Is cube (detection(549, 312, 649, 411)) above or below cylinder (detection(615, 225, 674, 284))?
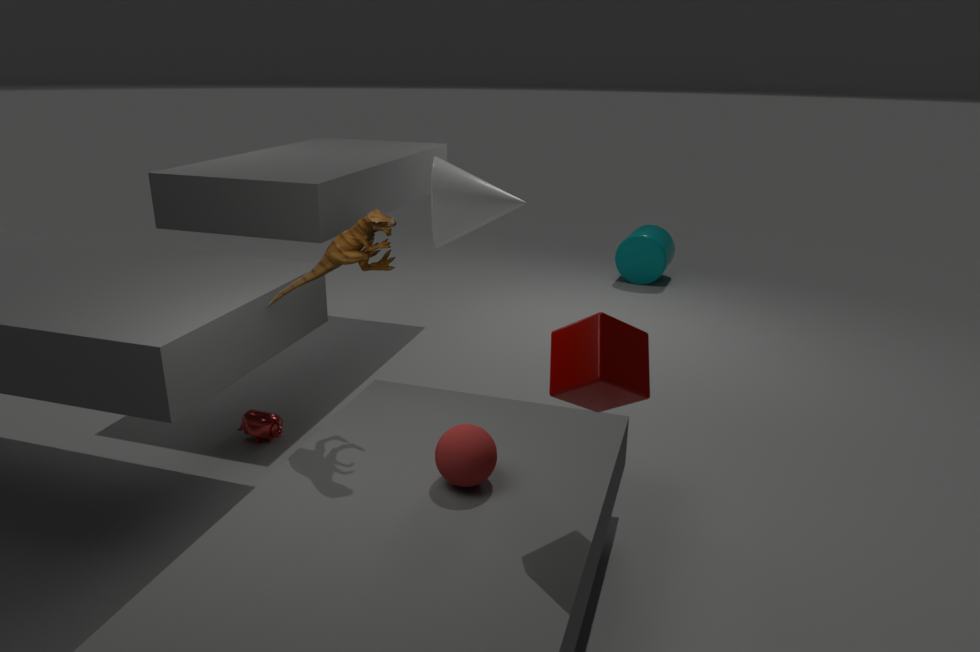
above
